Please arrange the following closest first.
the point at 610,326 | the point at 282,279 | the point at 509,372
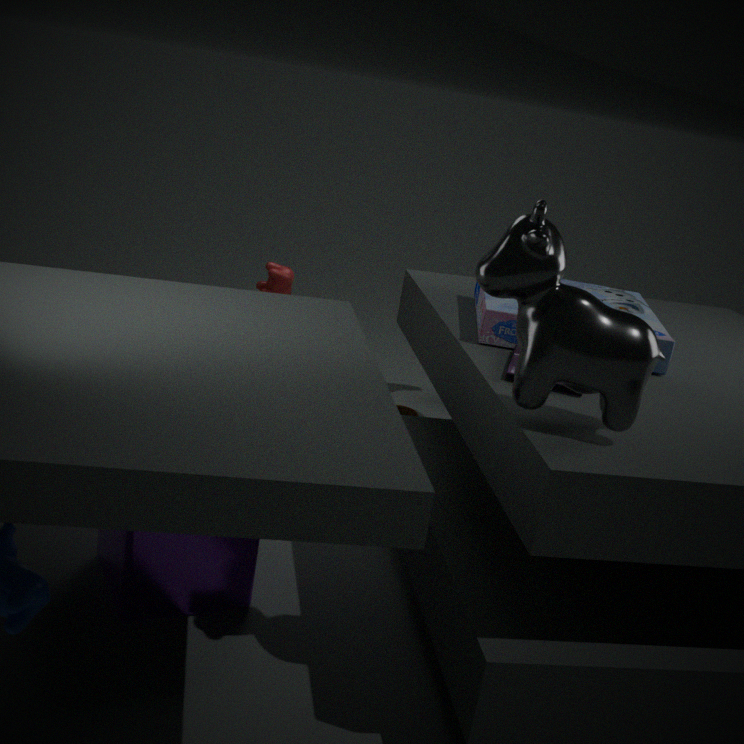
the point at 610,326
the point at 509,372
the point at 282,279
